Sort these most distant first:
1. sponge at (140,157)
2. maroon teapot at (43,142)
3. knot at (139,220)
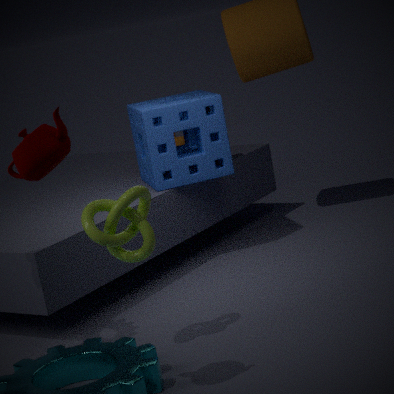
1. sponge at (140,157)
2. knot at (139,220)
3. maroon teapot at (43,142)
